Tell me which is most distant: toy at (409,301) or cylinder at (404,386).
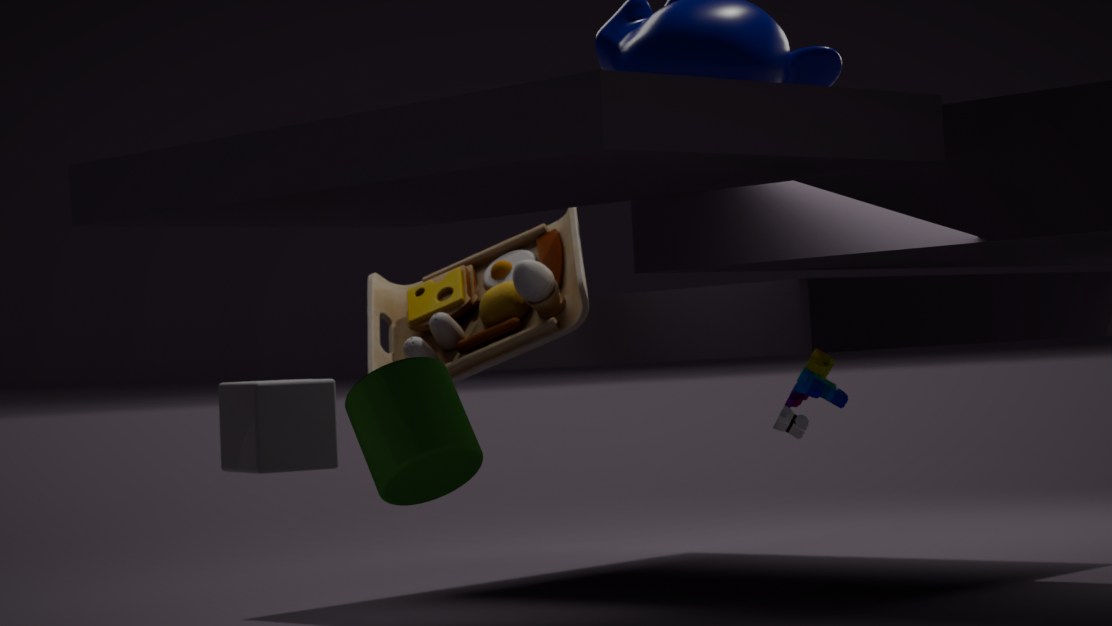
toy at (409,301)
